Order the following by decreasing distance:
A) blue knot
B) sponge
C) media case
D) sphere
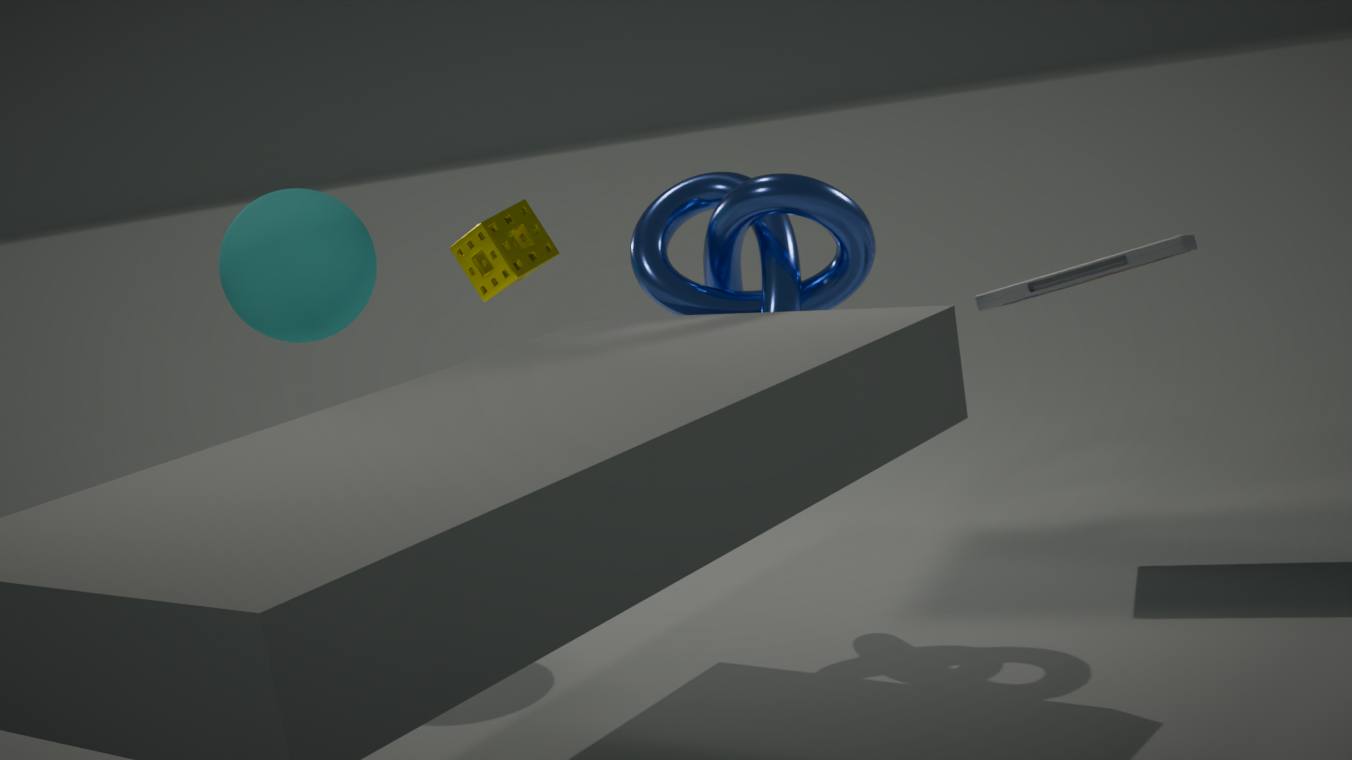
sponge → sphere → media case → blue knot
